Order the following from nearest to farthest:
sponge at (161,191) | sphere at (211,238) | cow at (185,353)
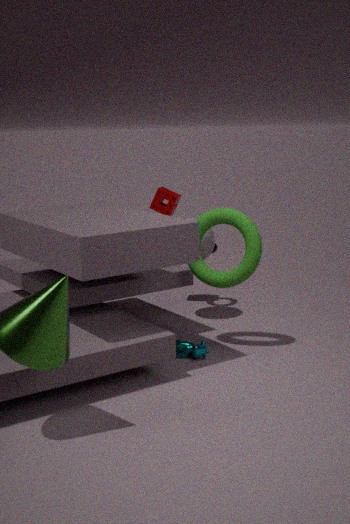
cow at (185,353)
sphere at (211,238)
sponge at (161,191)
